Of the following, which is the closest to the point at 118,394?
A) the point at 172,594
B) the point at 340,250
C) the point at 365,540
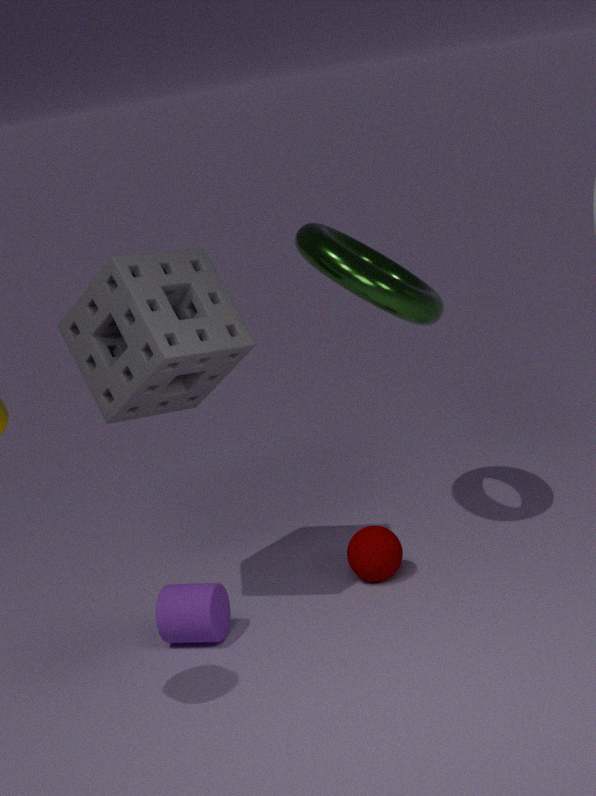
the point at 340,250
